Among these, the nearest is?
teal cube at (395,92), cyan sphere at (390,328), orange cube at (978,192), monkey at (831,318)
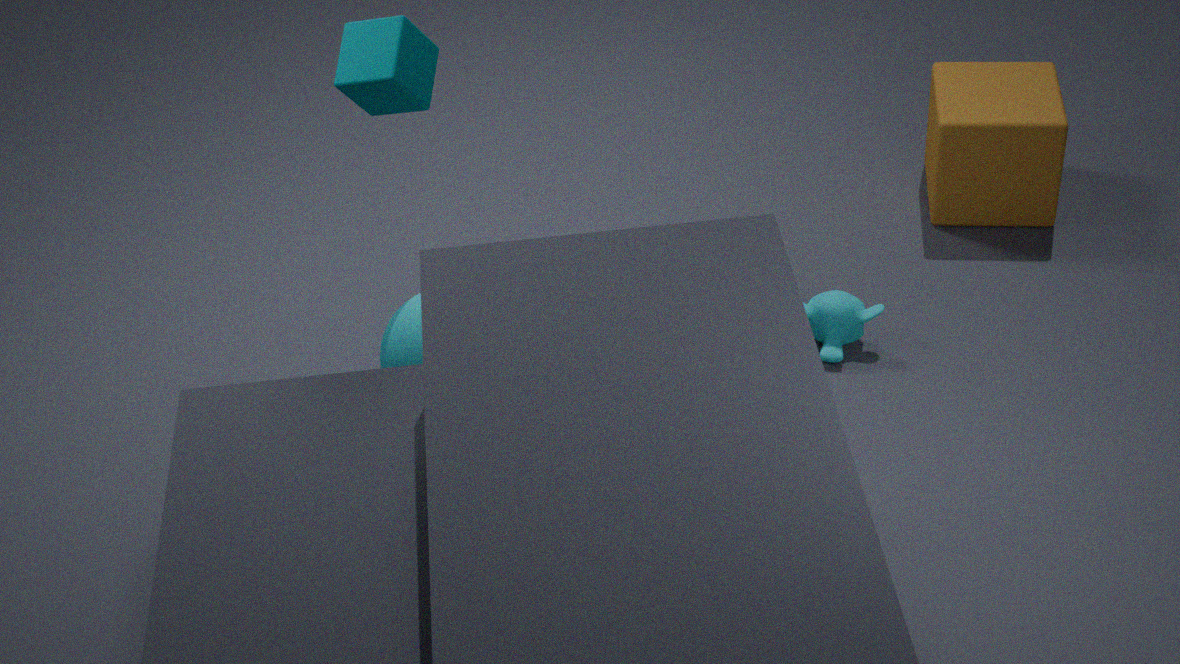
teal cube at (395,92)
